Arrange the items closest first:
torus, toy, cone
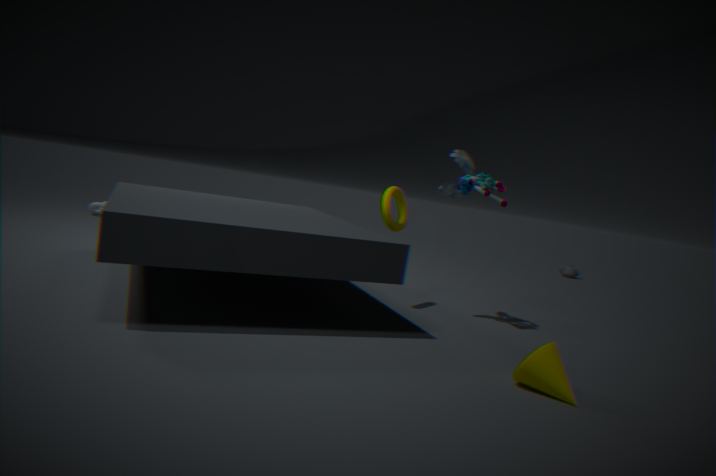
1. cone
2. toy
3. torus
